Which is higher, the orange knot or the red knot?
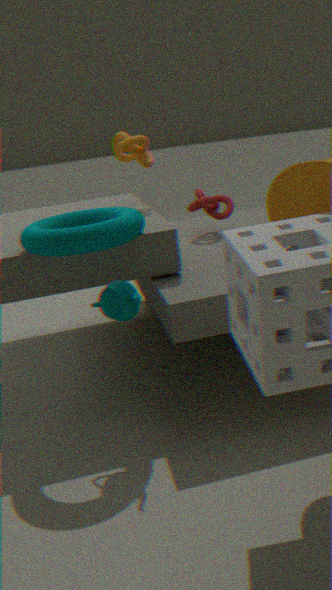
the orange knot
